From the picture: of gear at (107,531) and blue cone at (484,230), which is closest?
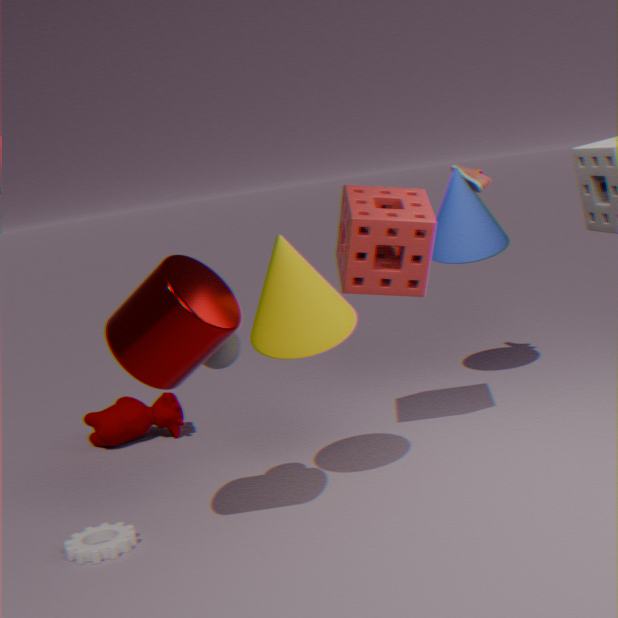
gear at (107,531)
